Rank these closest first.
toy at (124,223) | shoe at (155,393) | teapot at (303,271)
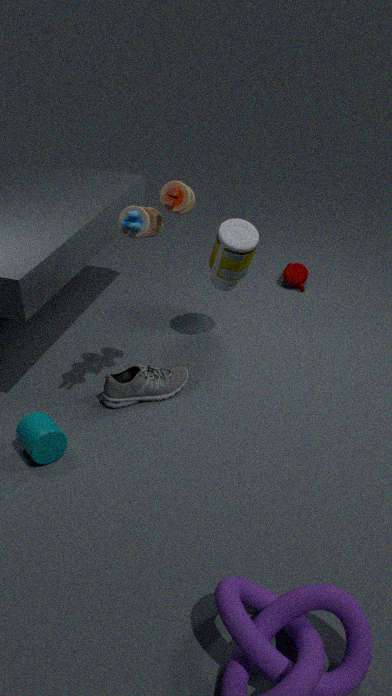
toy at (124,223) < shoe at (155,393) < teapot at (303,271)
